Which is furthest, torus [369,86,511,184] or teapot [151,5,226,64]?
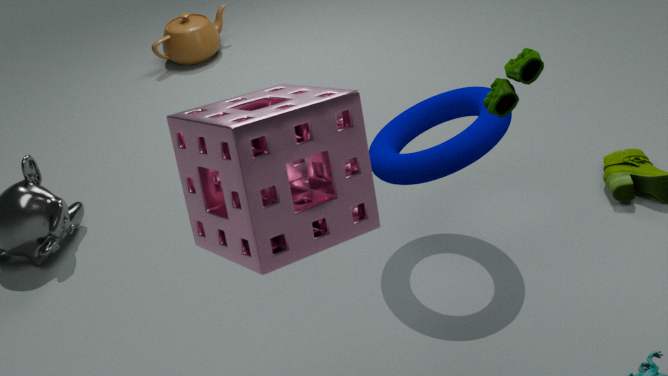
teapot [151,5,226,64]
